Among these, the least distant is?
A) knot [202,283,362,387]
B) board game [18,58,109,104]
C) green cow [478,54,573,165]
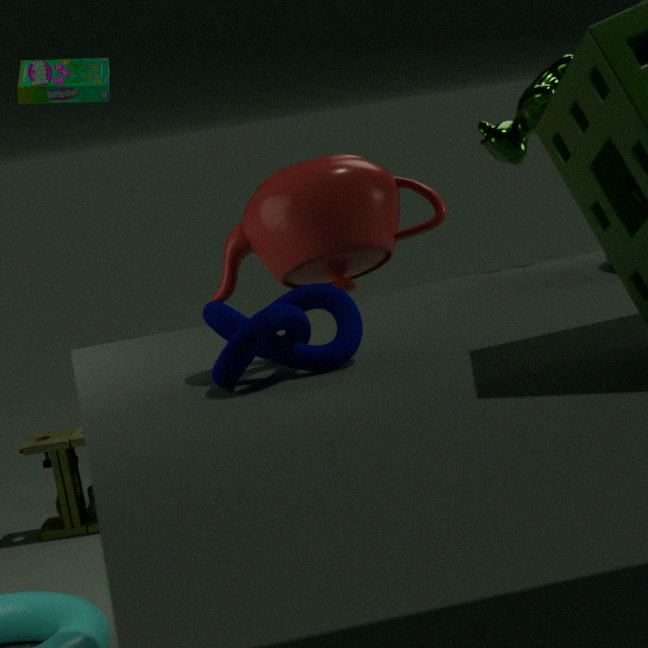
knot [202,283,362,387]
